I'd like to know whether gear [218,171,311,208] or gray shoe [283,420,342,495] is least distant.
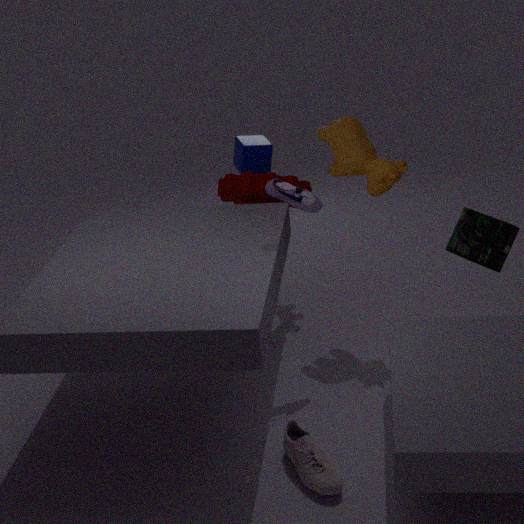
gray shoe [283,420,342,495]
